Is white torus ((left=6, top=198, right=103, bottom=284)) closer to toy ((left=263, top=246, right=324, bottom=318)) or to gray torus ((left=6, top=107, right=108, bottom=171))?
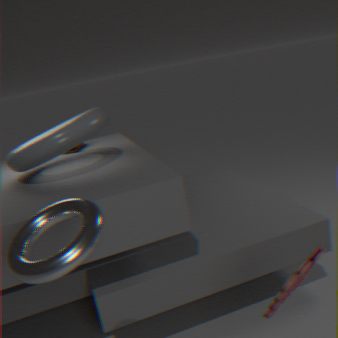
toy ((left=263, top=246, right=324, bottom=318))
